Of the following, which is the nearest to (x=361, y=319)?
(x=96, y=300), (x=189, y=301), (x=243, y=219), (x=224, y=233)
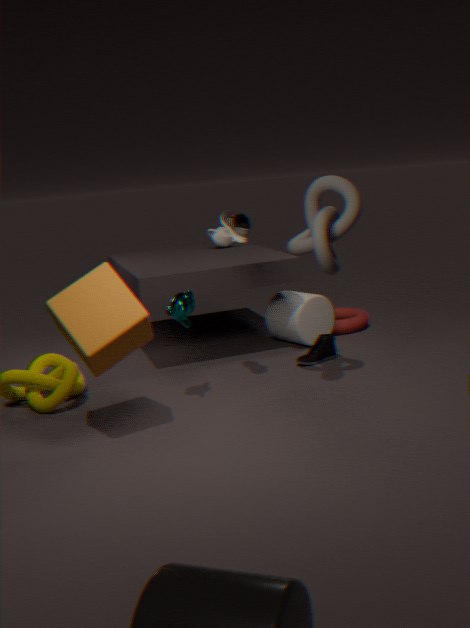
(x=224, y=233)
